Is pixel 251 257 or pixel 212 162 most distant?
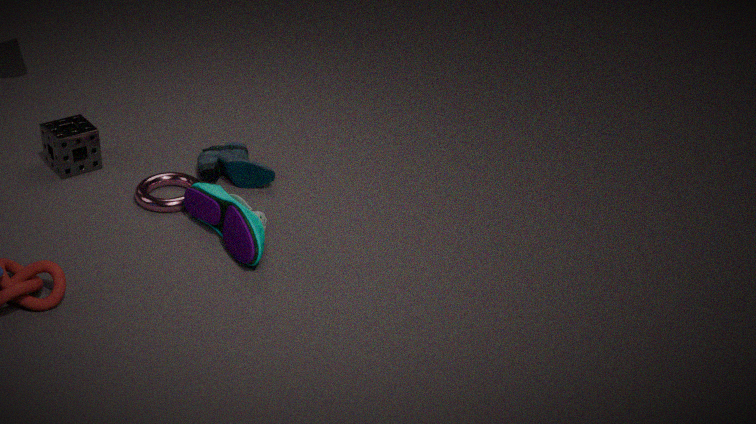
pixel 212 162
